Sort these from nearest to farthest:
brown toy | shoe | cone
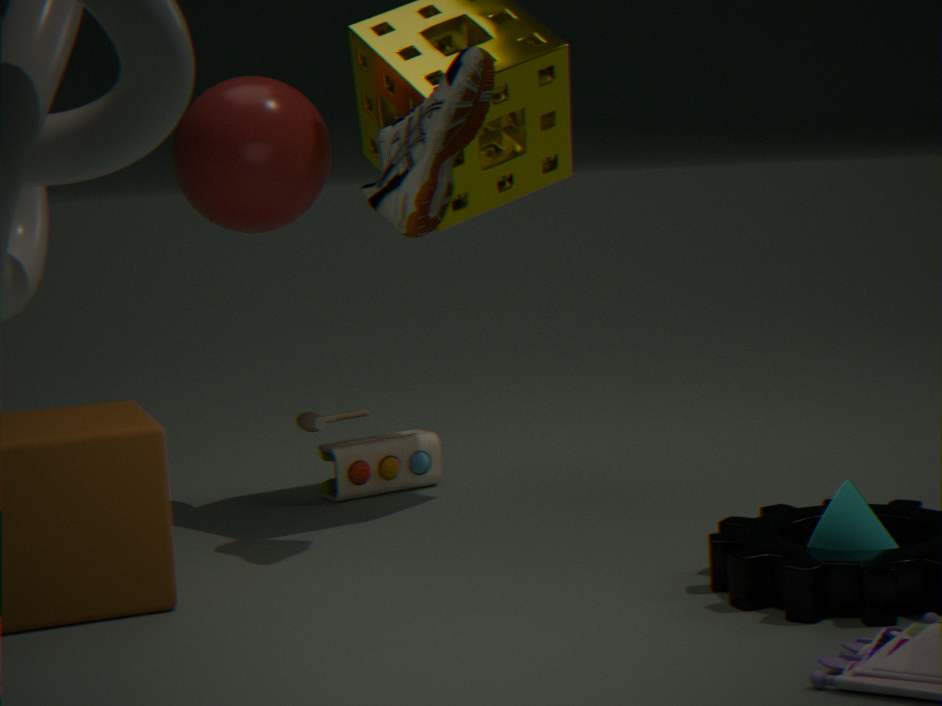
cone < shoe < brown toy
